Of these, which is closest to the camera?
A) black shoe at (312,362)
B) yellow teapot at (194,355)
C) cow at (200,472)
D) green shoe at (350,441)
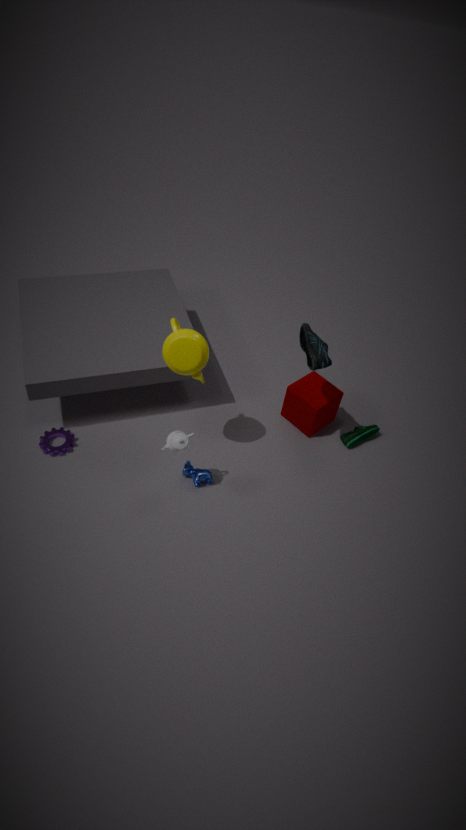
yellow teapot at (194,355)
